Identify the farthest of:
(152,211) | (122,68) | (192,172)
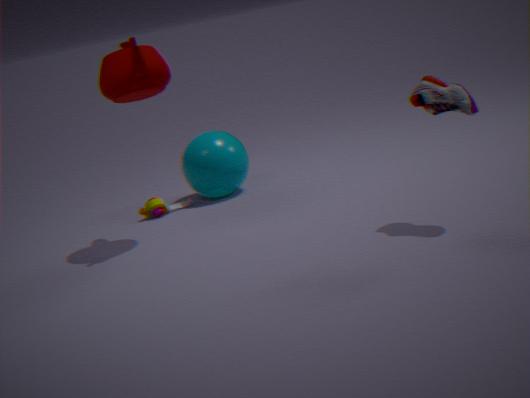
(192,172)
